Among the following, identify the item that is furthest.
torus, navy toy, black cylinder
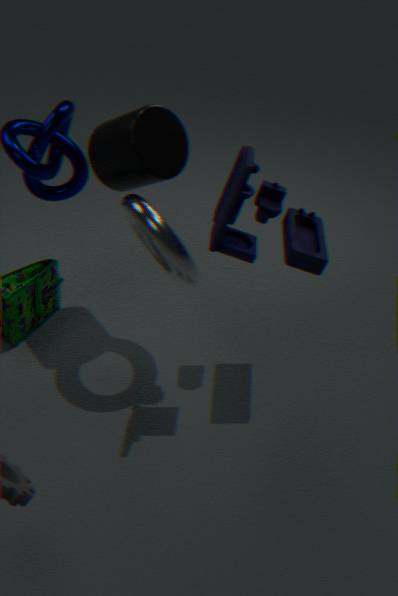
black cylinder
